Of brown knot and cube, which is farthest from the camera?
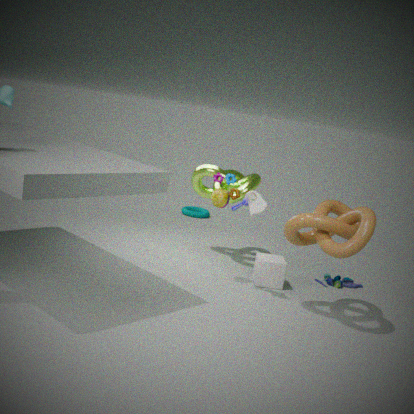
cube
